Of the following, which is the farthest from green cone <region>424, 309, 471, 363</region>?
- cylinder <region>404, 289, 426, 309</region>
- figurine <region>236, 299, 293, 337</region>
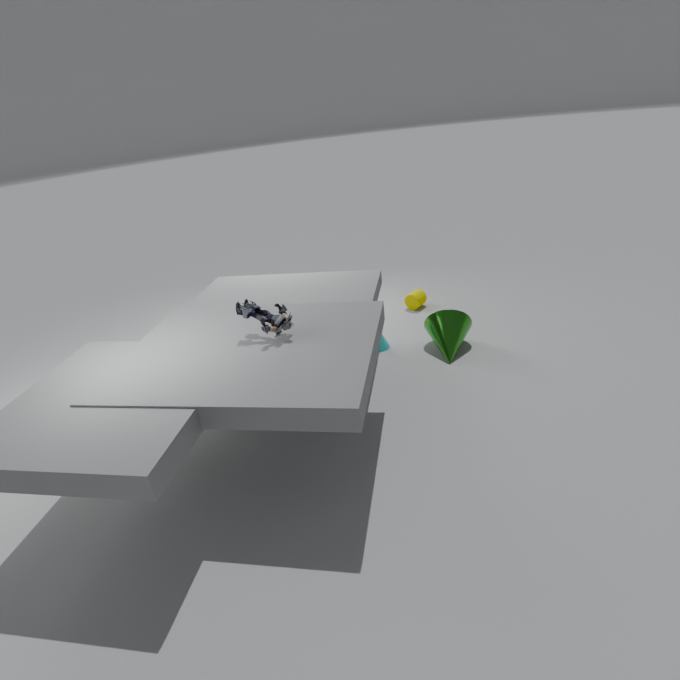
figurine <region>236, 299, 293, 337</region>
